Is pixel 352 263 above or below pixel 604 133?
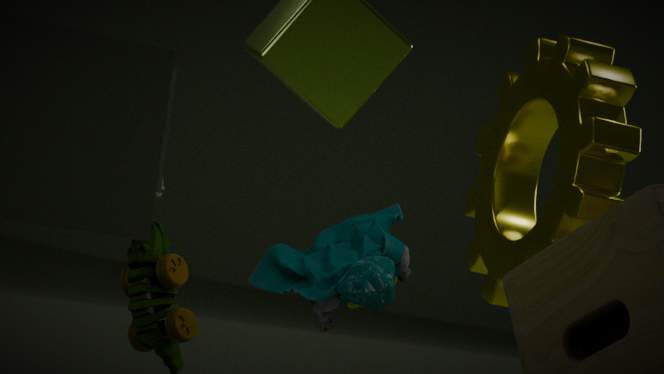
below
